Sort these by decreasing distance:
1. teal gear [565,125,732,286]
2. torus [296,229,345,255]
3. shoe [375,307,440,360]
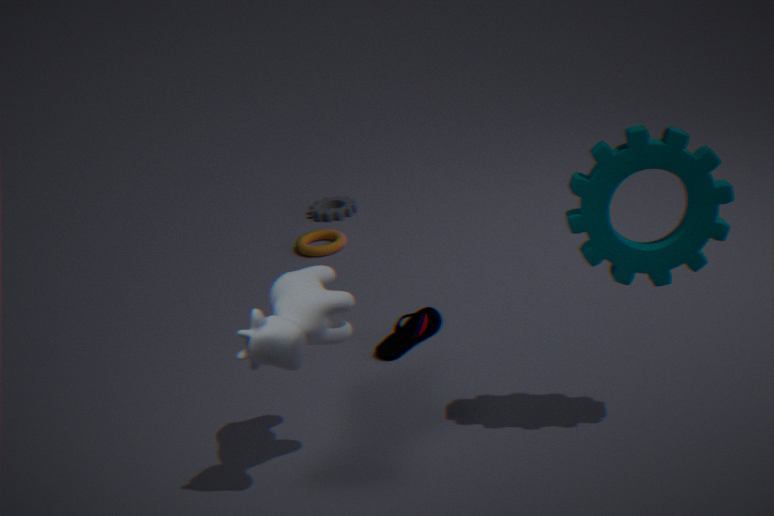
torus [296,229,345,255], shoe [375,307,440,360], teal gear [565,125,732,286]
